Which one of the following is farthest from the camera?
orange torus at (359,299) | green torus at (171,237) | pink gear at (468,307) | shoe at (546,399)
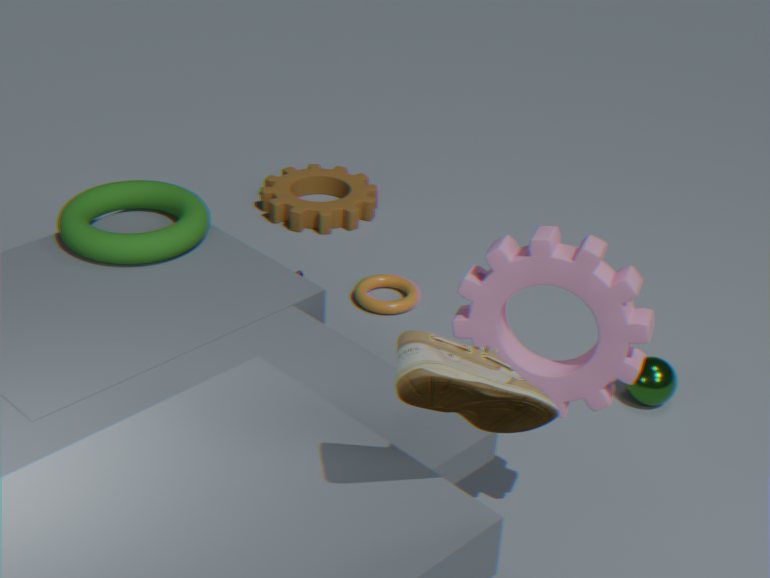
orange torus at (359,299)
